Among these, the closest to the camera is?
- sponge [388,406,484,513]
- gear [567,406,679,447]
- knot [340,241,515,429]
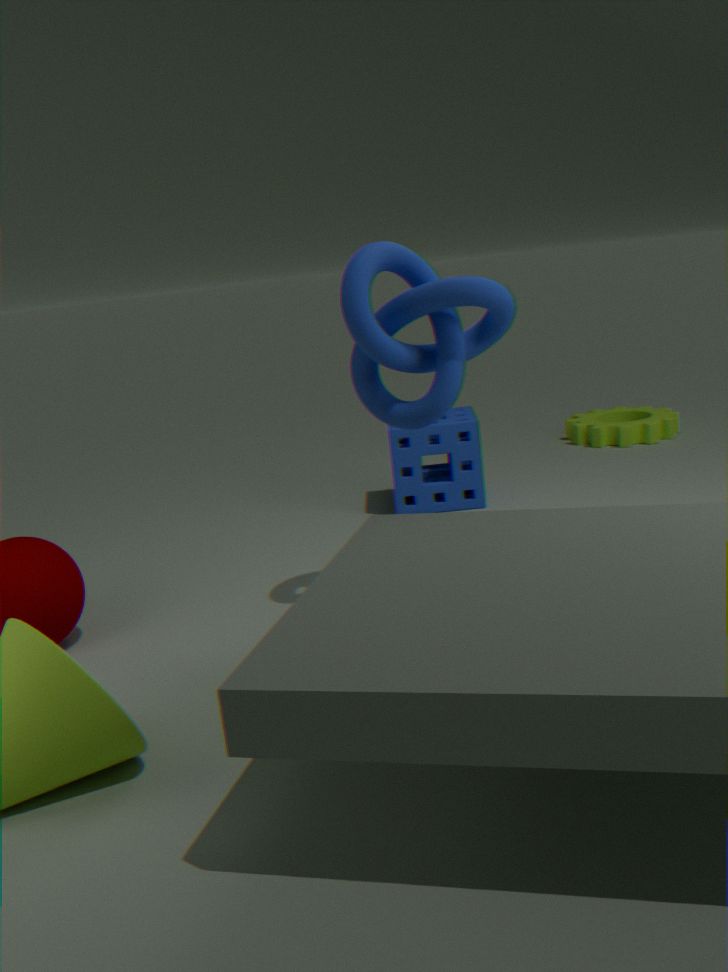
knot [340,241,515,429]
